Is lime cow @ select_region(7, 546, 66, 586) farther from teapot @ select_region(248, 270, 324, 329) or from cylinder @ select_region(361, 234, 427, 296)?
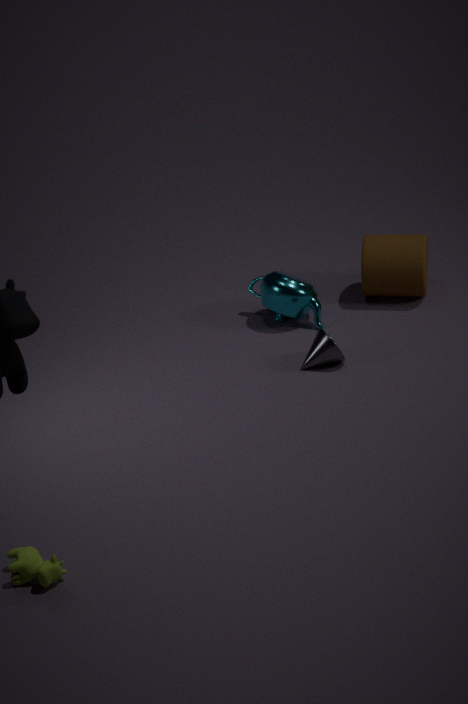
cylinder @ select_region(361, 234, 427, 296)
